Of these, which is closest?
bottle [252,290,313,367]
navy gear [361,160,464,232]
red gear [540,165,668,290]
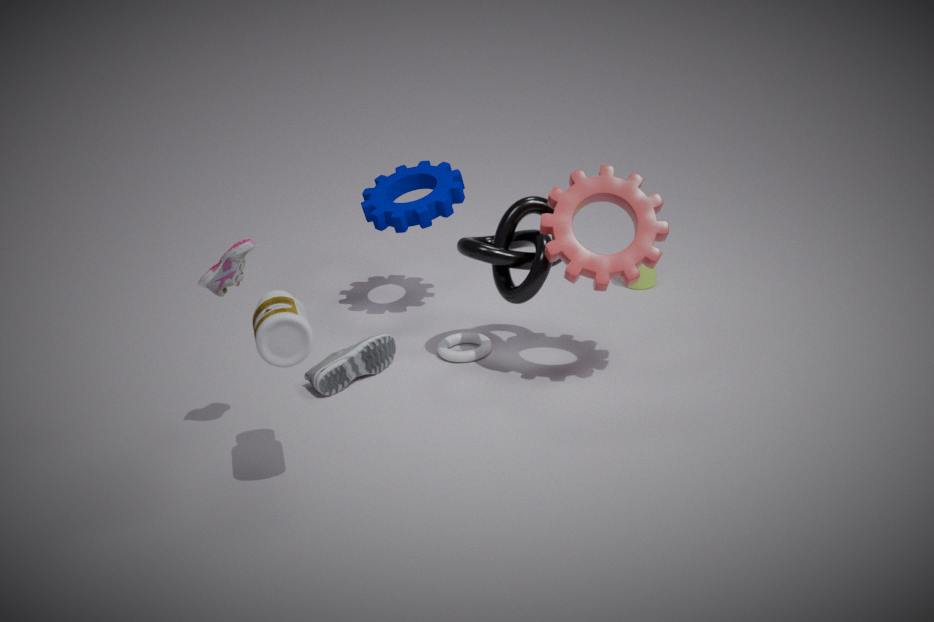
bottle [252,290,313,367]
